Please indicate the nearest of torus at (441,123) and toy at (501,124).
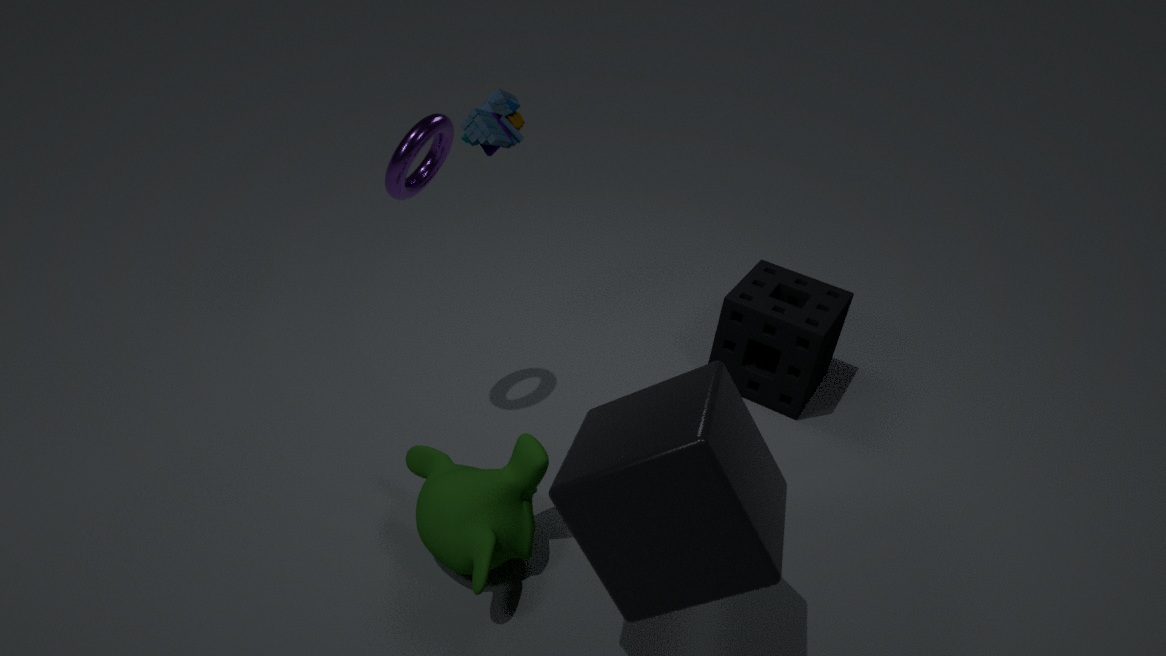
toy at (501,124)
